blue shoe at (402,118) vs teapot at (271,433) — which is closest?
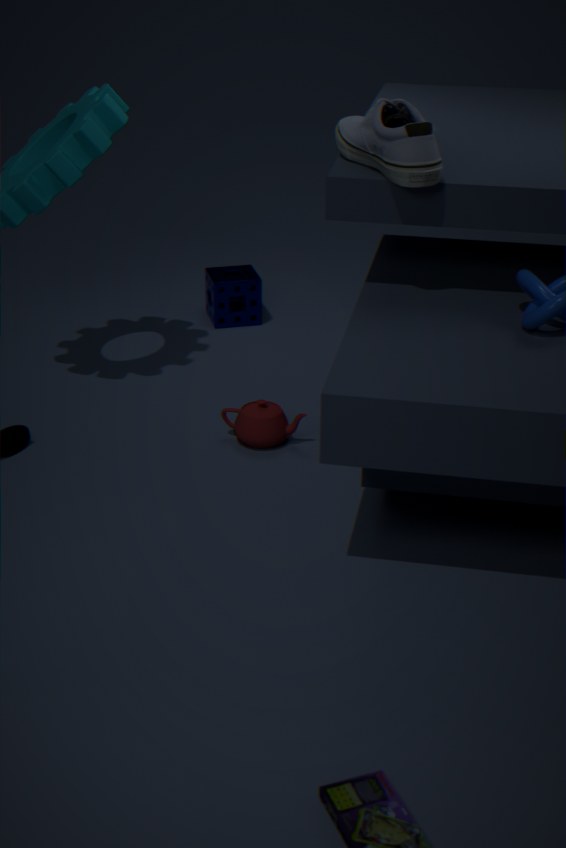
blue shoe at (402,118)
